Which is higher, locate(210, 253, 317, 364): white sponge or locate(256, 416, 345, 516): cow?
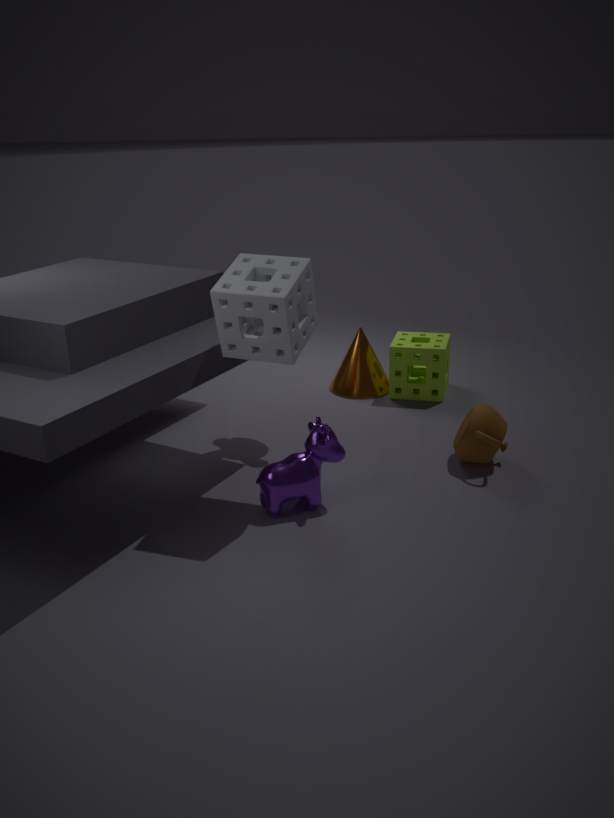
locate(210, 253, 317, 364): white sponge
